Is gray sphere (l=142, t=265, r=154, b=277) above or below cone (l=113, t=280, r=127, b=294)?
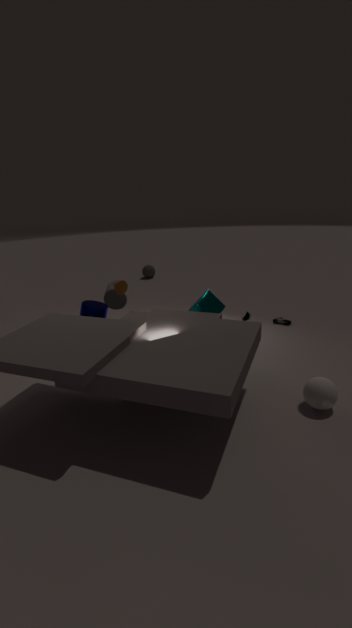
below
